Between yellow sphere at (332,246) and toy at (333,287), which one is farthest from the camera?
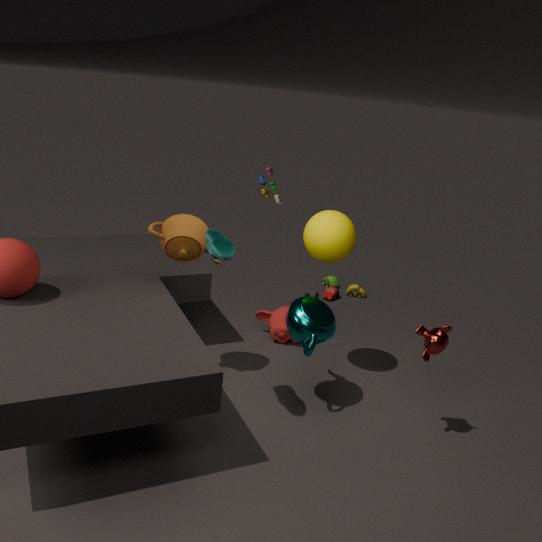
toy at (333,287)
